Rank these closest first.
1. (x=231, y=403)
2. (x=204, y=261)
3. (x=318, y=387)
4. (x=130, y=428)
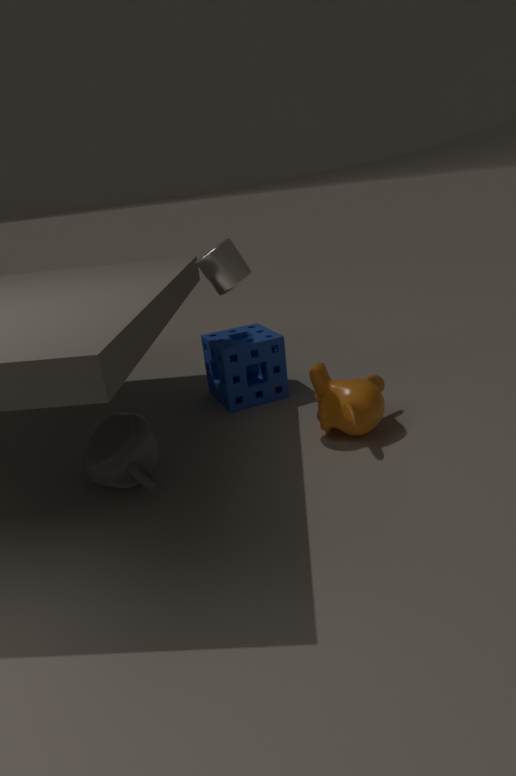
(x=130, y=428)
(x=204, y=261)
(x=318, y=387)
(x=231, y=403)
